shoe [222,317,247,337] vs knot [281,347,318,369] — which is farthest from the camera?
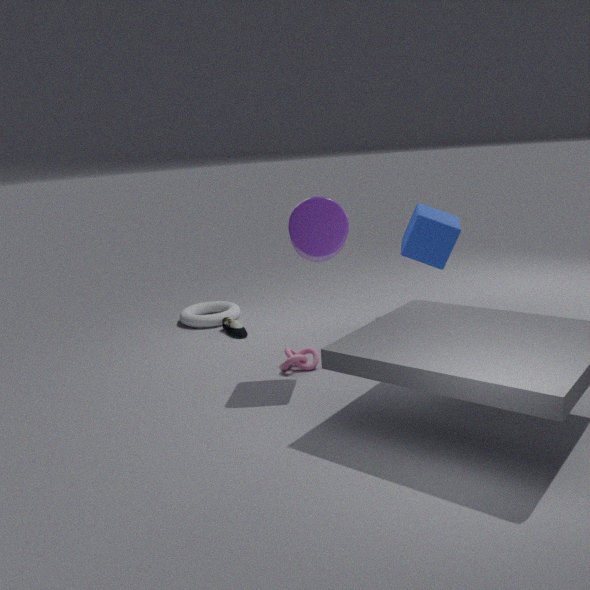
shoe [222,317,247,337]
